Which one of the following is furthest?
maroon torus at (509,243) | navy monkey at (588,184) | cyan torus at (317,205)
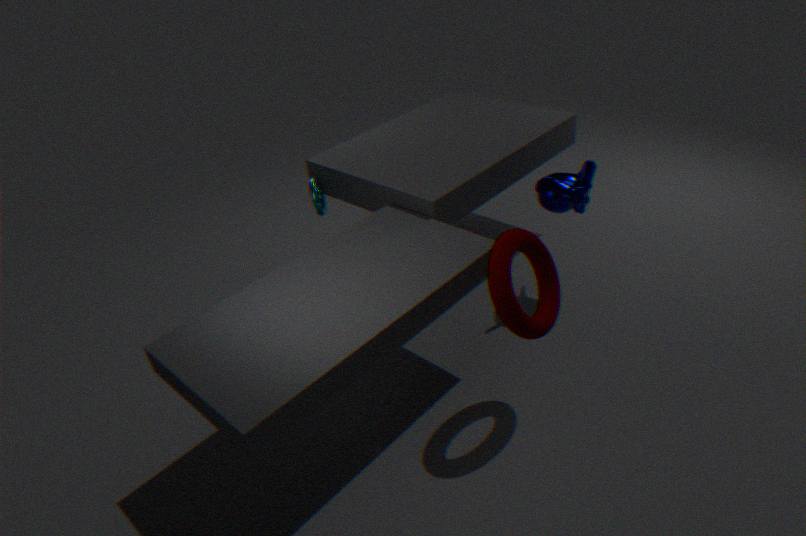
cyan torus at (317,205)
